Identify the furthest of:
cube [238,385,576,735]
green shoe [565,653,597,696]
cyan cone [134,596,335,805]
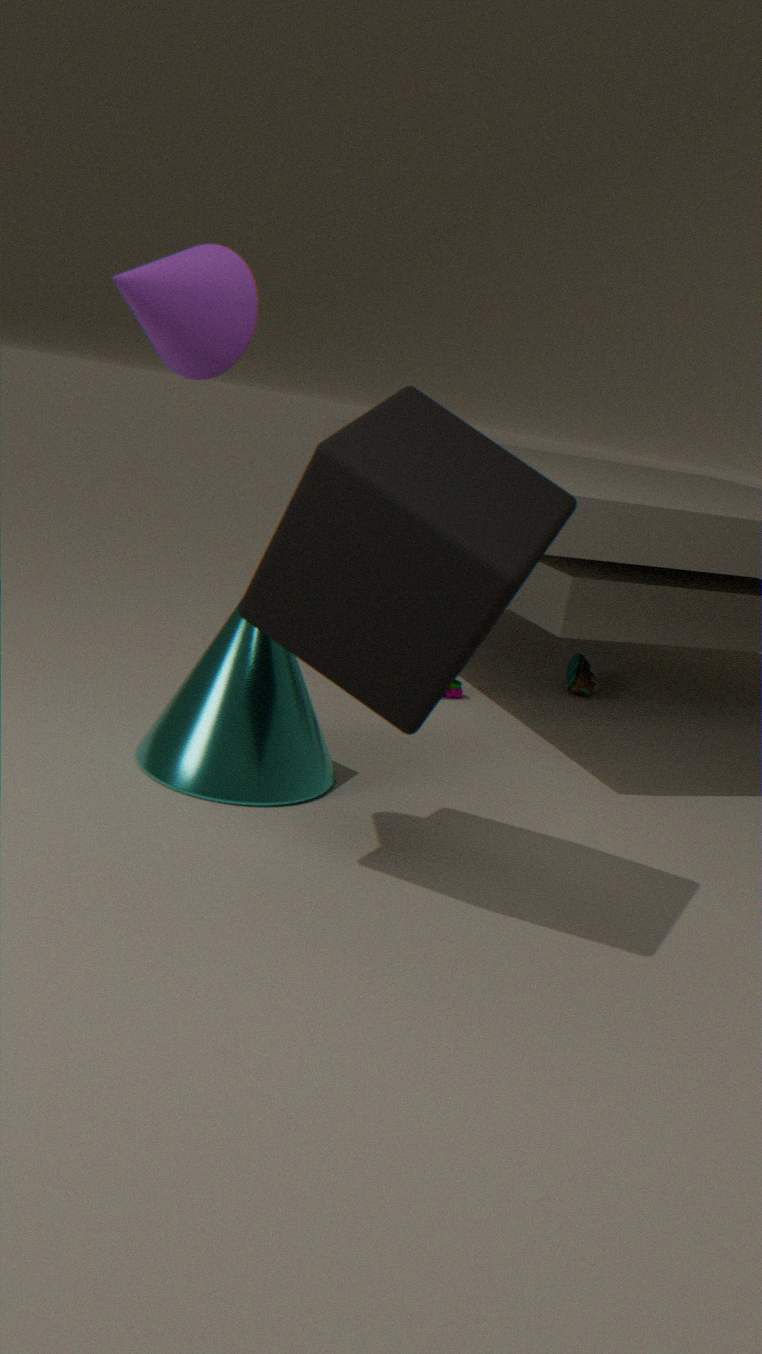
green shoe [565,653,597,696]
